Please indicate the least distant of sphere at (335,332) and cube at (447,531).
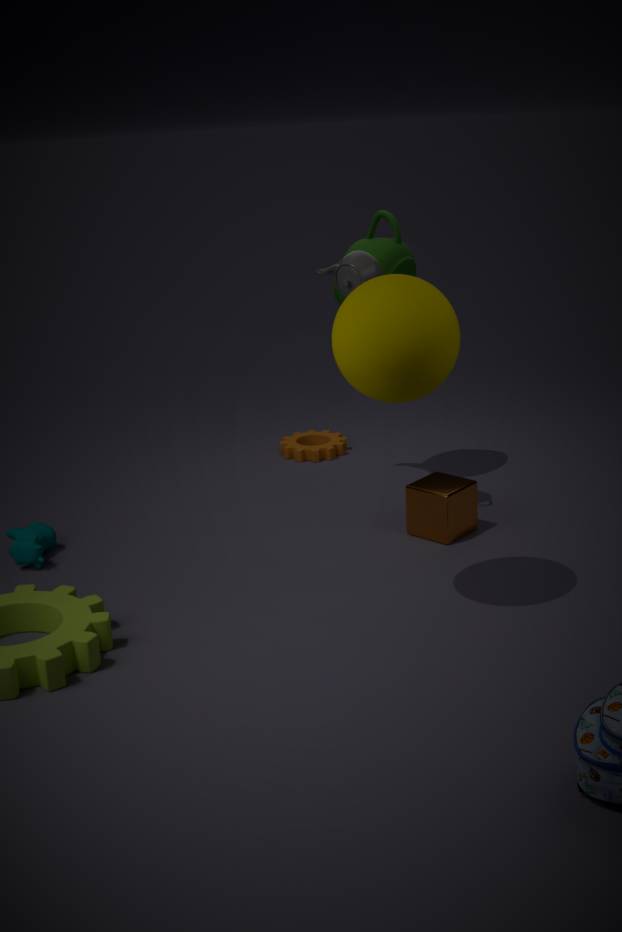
sphere at (335,332)
